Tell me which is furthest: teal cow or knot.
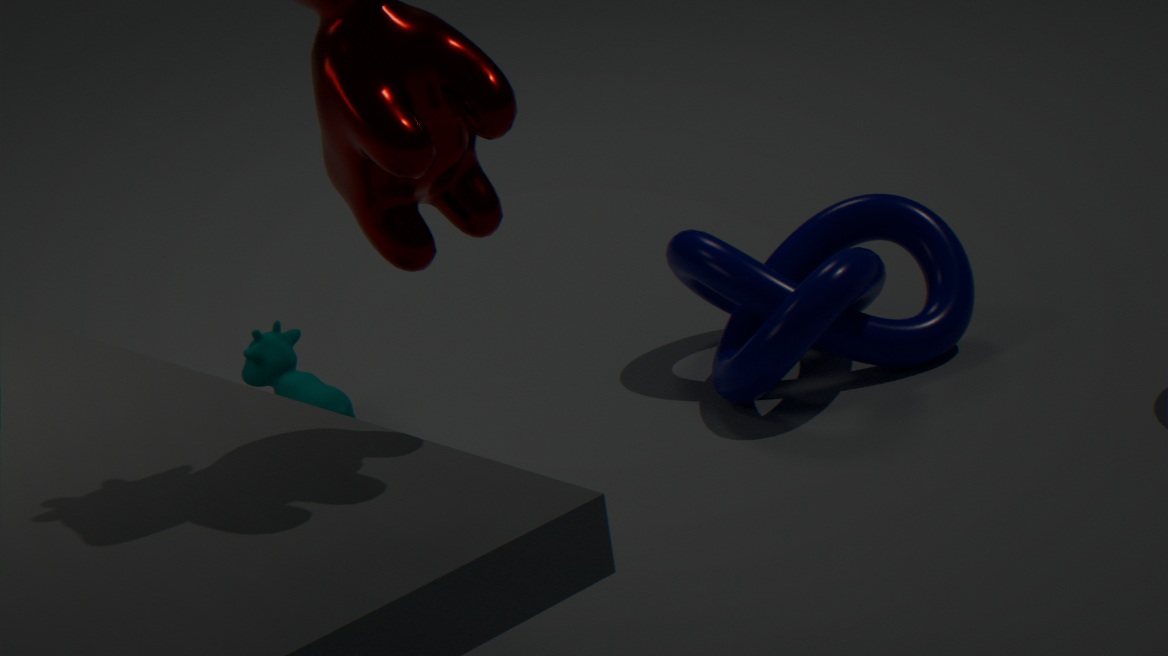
teal cow
